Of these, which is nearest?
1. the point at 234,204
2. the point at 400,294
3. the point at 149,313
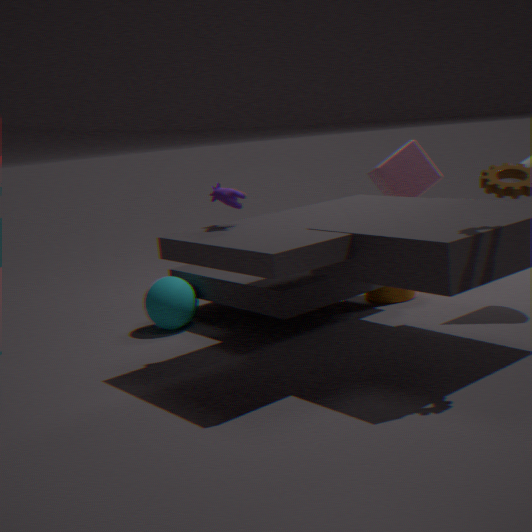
the point at 234,204
